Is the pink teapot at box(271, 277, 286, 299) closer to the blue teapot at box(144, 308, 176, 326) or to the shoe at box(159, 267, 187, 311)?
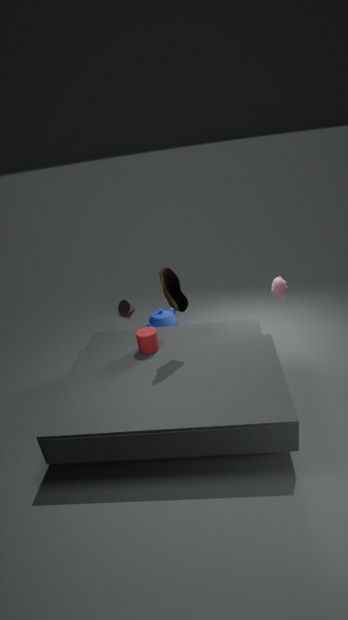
the shoe at box(159, 267, 187, 311)
